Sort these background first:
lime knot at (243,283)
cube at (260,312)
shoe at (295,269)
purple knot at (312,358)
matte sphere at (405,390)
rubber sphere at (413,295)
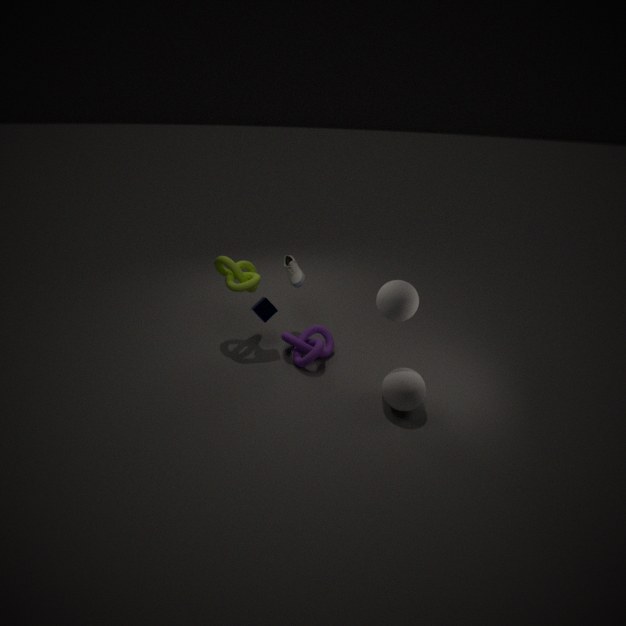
shoe at (295,269), cube at (260,312), lime knot at (243,283), purple knot at (312,358), rubber sphere at (413,295), matte sphere at (405,390)
